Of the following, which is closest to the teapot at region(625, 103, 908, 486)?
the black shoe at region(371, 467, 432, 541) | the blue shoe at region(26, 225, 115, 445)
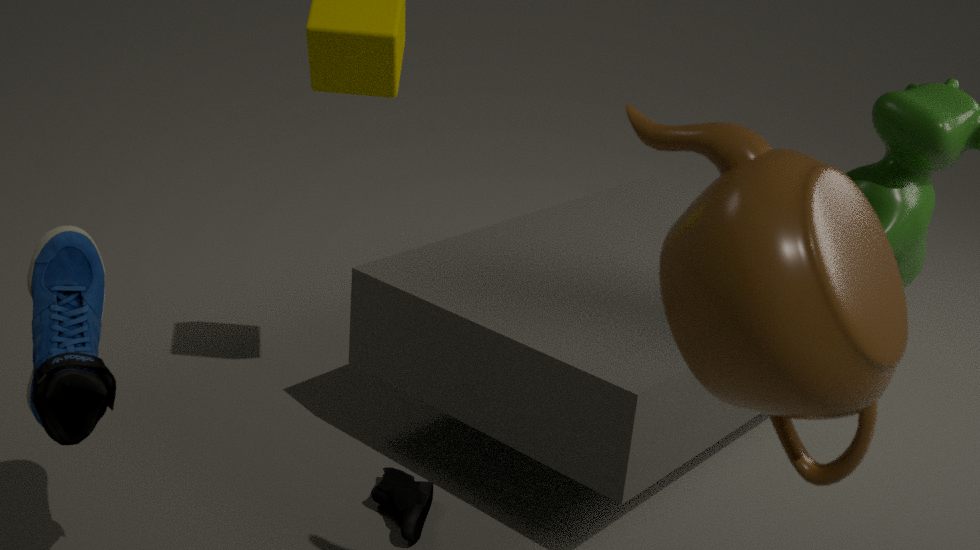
the blue shoe at region(26, 225, 115, 445)
